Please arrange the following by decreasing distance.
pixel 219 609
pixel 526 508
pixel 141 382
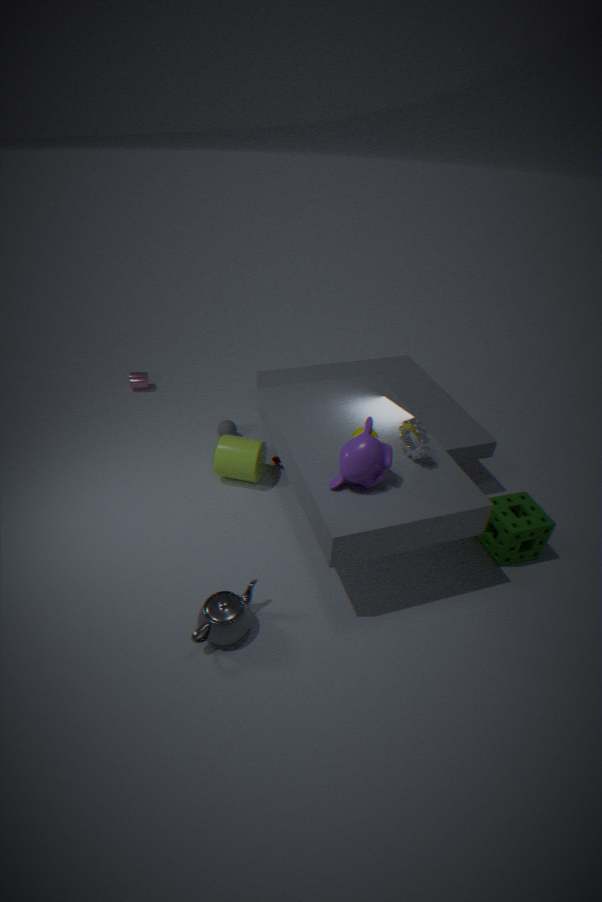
pixel 141 382 → pixel 526 508 → pixel 219 609
